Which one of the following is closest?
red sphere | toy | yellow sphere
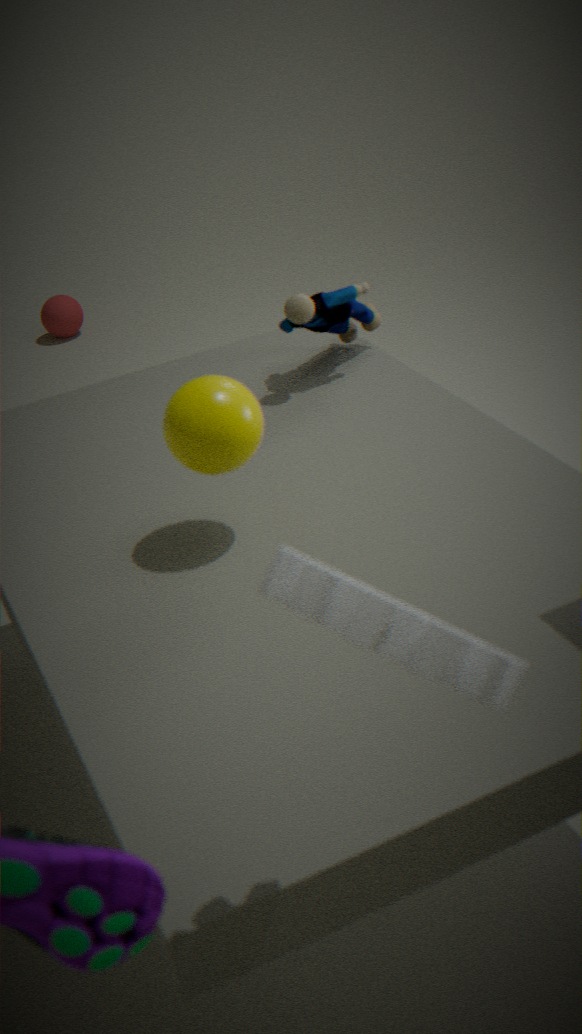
yellow sphere
